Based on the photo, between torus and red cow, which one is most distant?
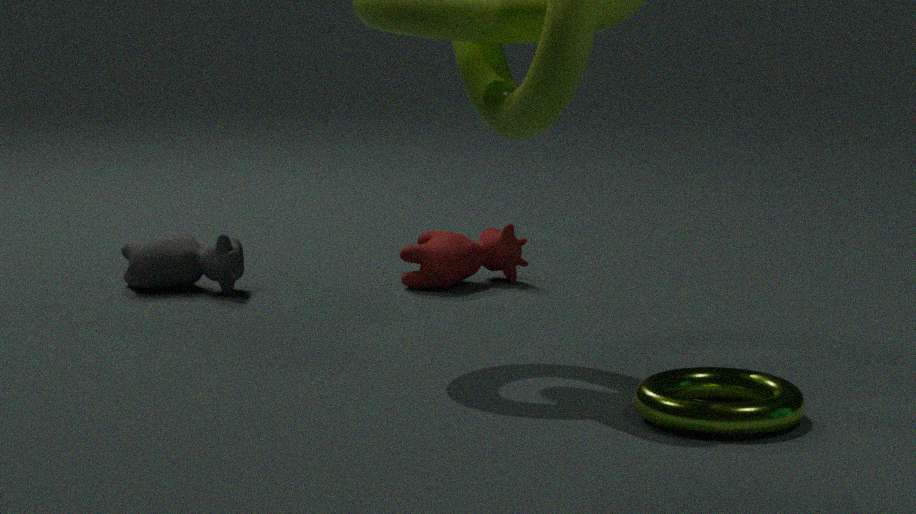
red cow
